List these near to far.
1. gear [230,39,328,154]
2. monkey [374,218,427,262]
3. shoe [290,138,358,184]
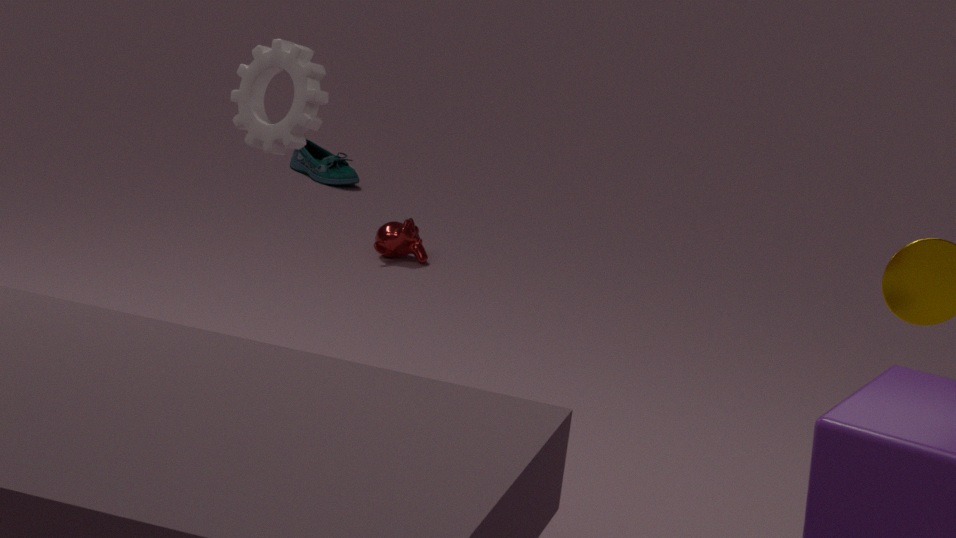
gear [230,39,328,154], monkey [374,218,427,262], shoe [290,138,358,184]
